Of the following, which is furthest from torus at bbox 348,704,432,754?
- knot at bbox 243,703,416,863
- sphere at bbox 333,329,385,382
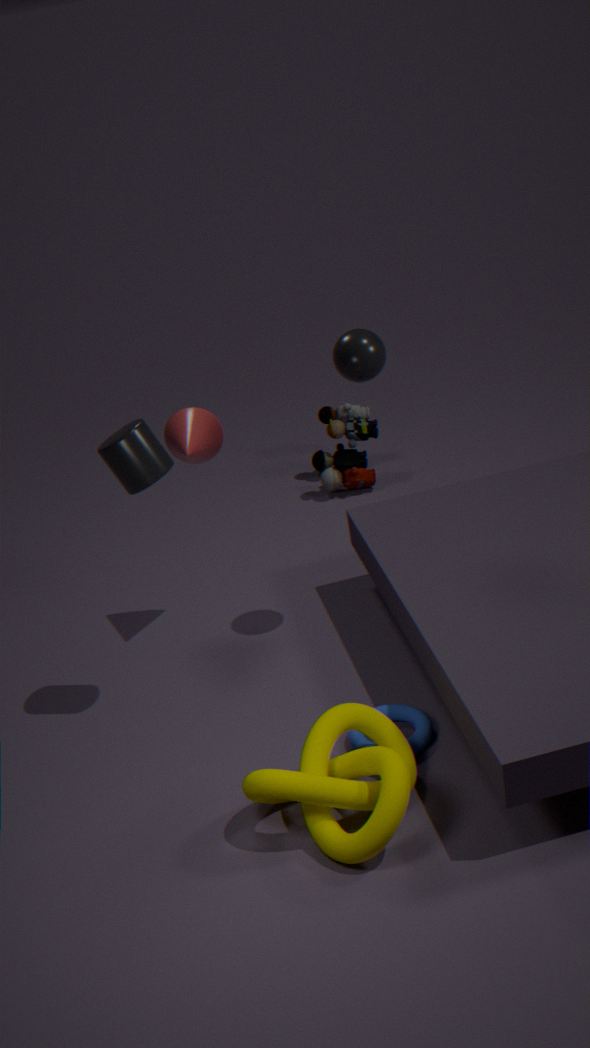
sphere at bbox 333,329,385,382
